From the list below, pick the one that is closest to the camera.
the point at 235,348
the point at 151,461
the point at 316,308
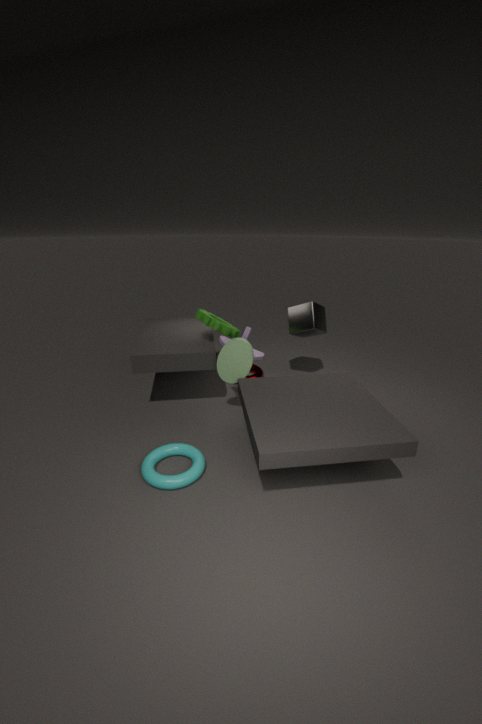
the point at 151,461
